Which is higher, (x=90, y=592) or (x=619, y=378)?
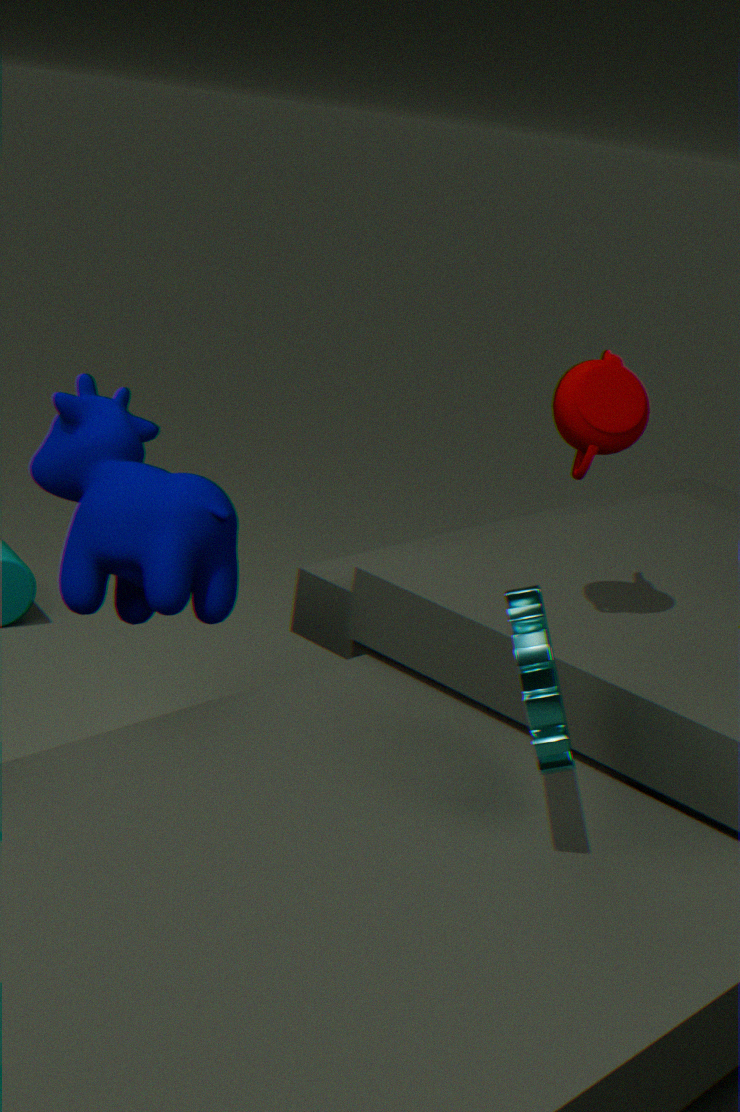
(x=619, y=378)
